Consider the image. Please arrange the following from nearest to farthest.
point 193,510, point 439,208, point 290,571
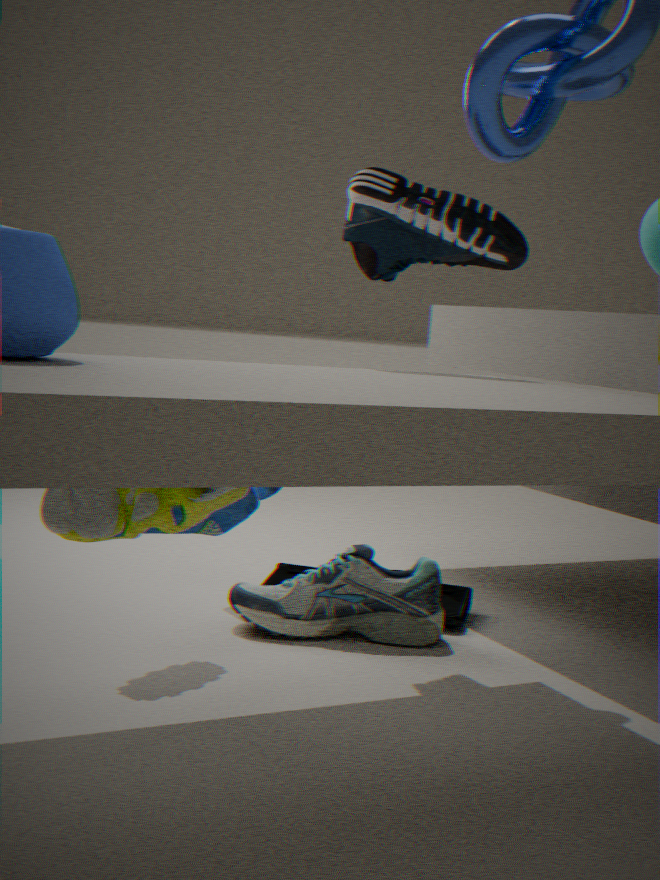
1. point 193,510
2. point 439,208
3. point 290,571
